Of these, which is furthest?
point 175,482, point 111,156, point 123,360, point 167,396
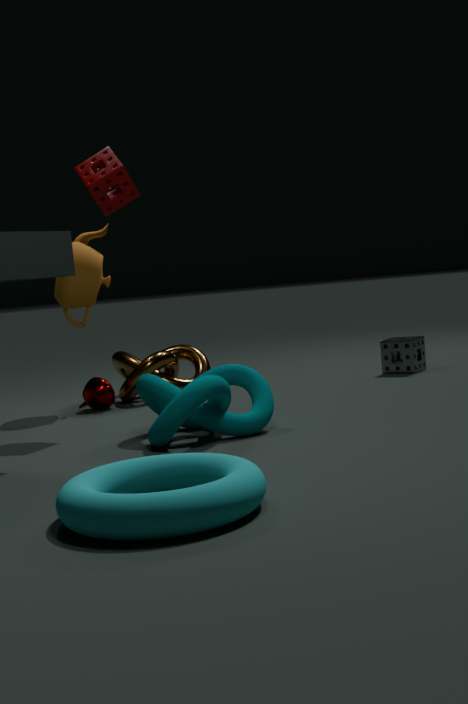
point 123,360
